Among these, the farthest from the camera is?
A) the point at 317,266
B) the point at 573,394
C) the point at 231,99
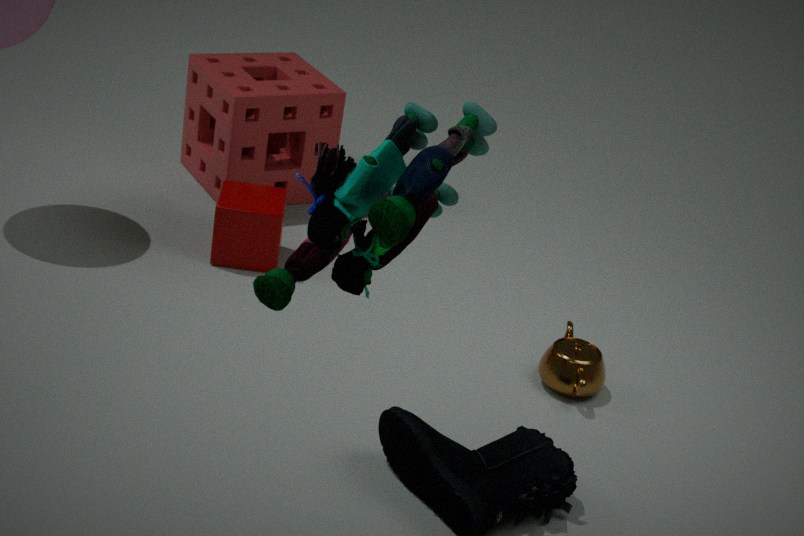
the point at 231,99
